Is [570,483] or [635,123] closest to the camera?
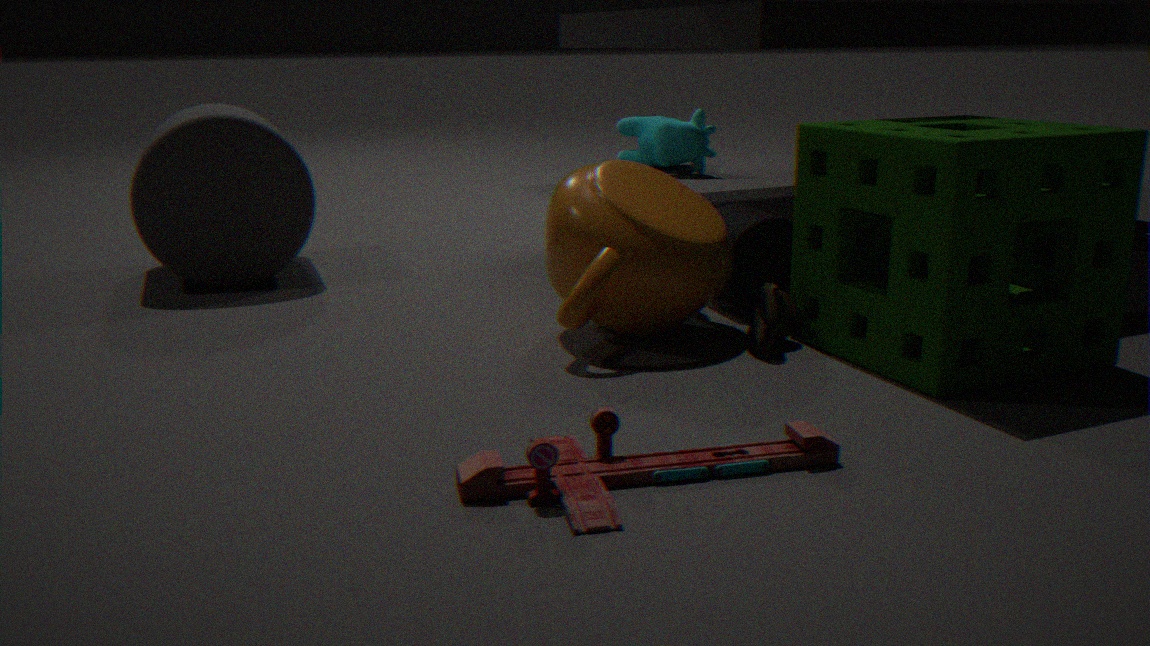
[570,483]
